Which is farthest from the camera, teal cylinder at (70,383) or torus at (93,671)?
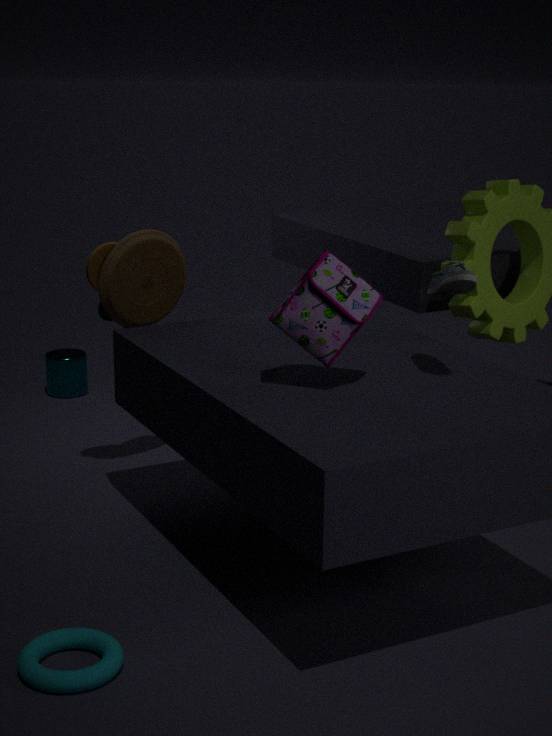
teal cylinder at (70,383)
